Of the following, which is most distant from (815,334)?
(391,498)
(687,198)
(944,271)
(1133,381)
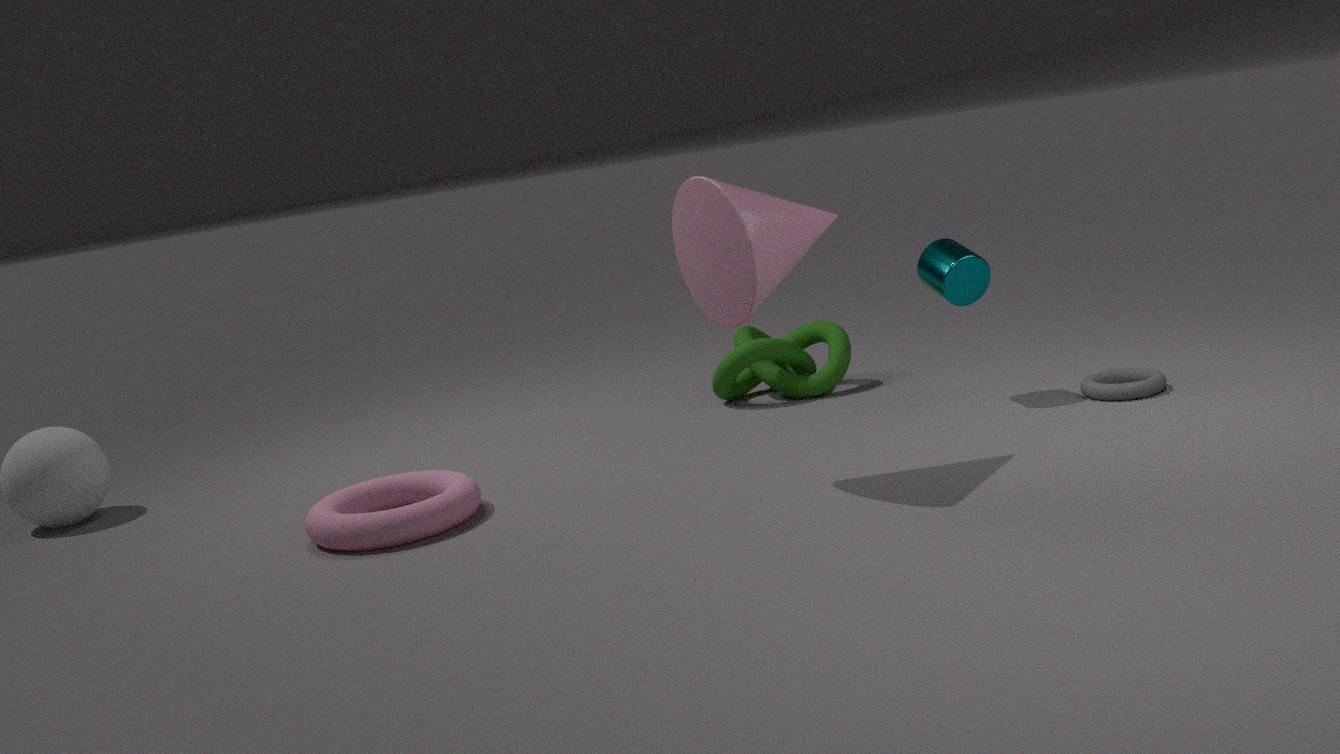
(391,498)
